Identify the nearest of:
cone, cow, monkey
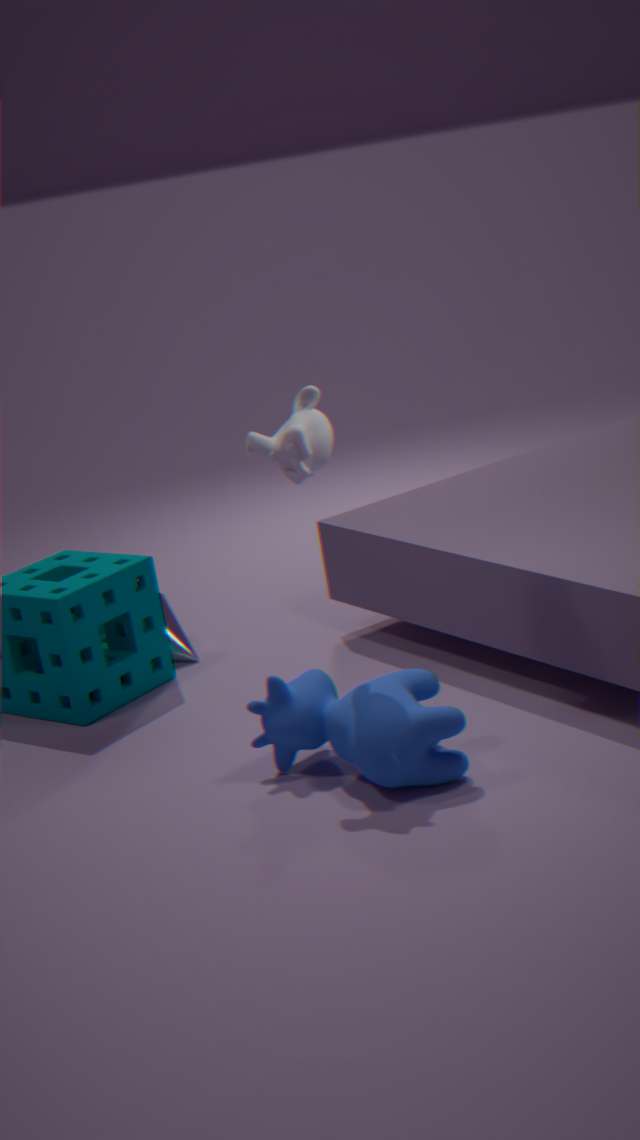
cow
